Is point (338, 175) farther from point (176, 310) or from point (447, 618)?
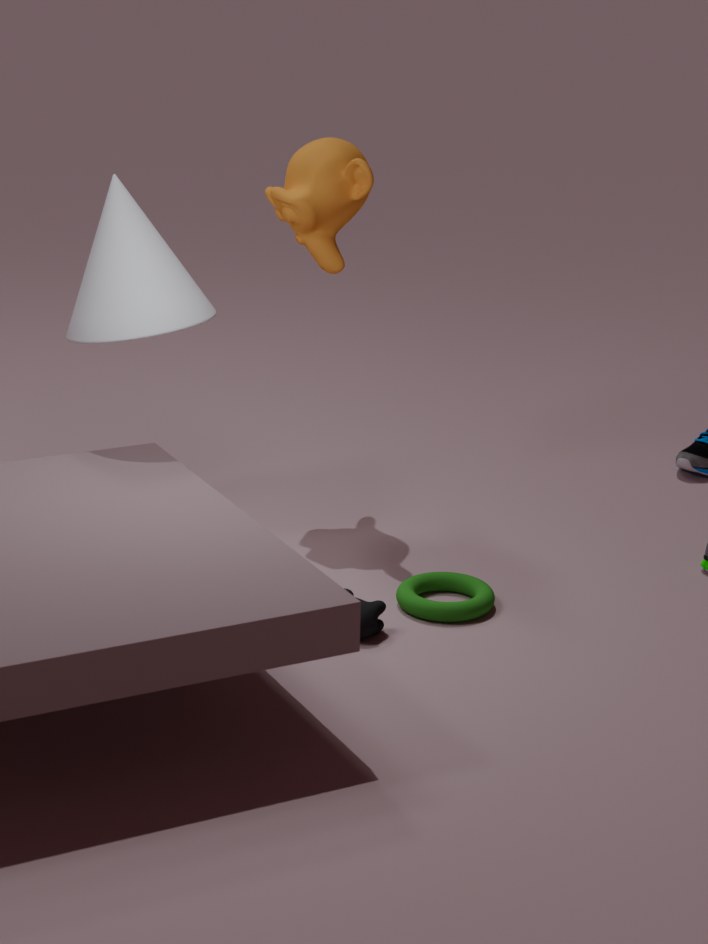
point (447, 618)
